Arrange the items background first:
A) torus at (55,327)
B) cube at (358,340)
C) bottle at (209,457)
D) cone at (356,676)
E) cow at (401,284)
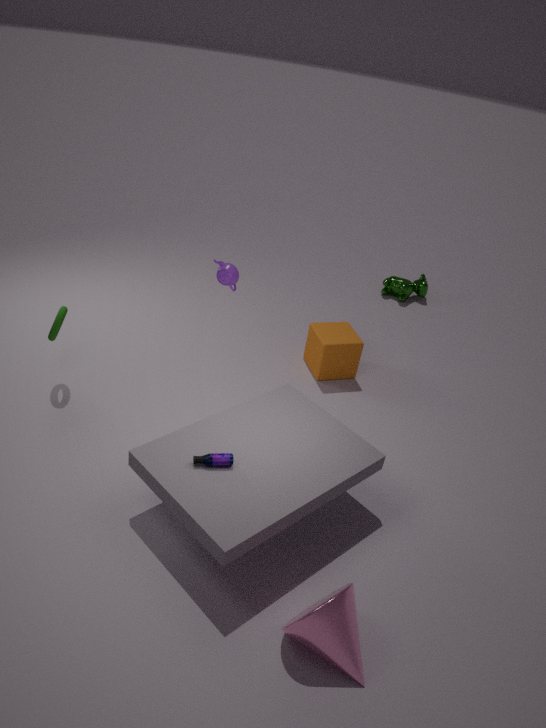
1. cow at (401,284)
2. cube at (358,340)
3. torus at (55,327)
4. bottle at (209,457)
5. cone at (356,676)
